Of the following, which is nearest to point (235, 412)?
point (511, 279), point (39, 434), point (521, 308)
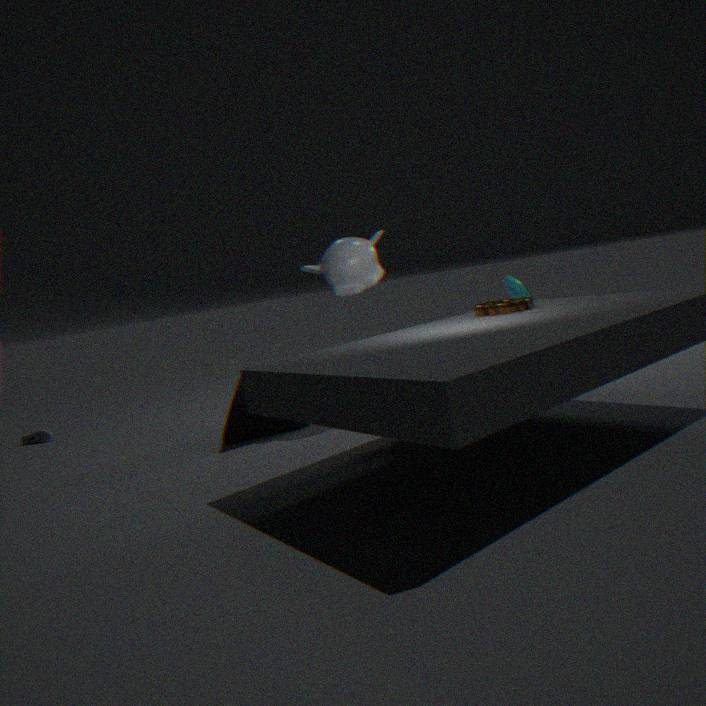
point (521, 308)
